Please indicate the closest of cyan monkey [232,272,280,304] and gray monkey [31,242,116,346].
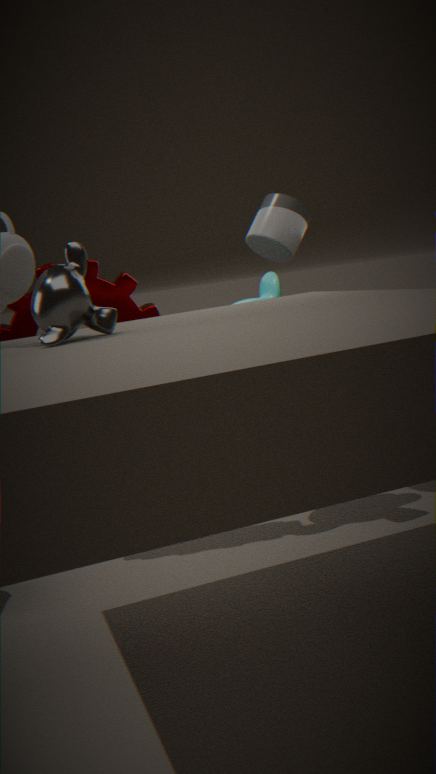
gray monkey [31,242,116,346]
